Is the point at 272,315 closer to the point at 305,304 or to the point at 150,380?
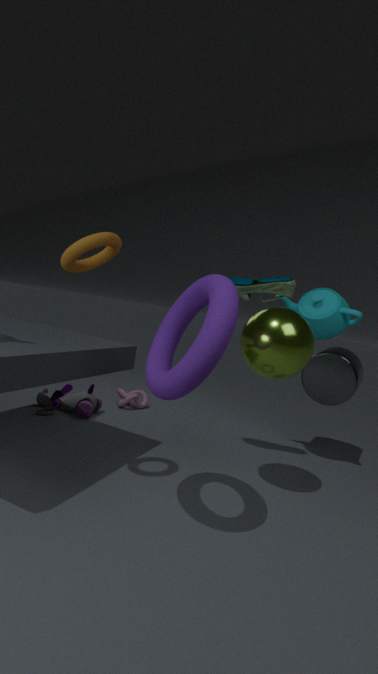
the point at 150,380
